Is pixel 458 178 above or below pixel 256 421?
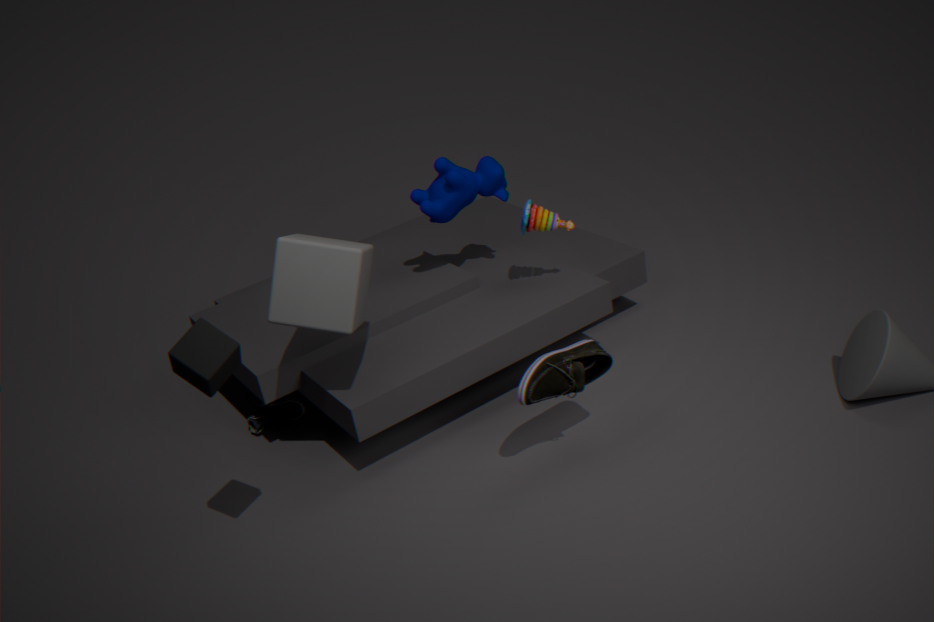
above
